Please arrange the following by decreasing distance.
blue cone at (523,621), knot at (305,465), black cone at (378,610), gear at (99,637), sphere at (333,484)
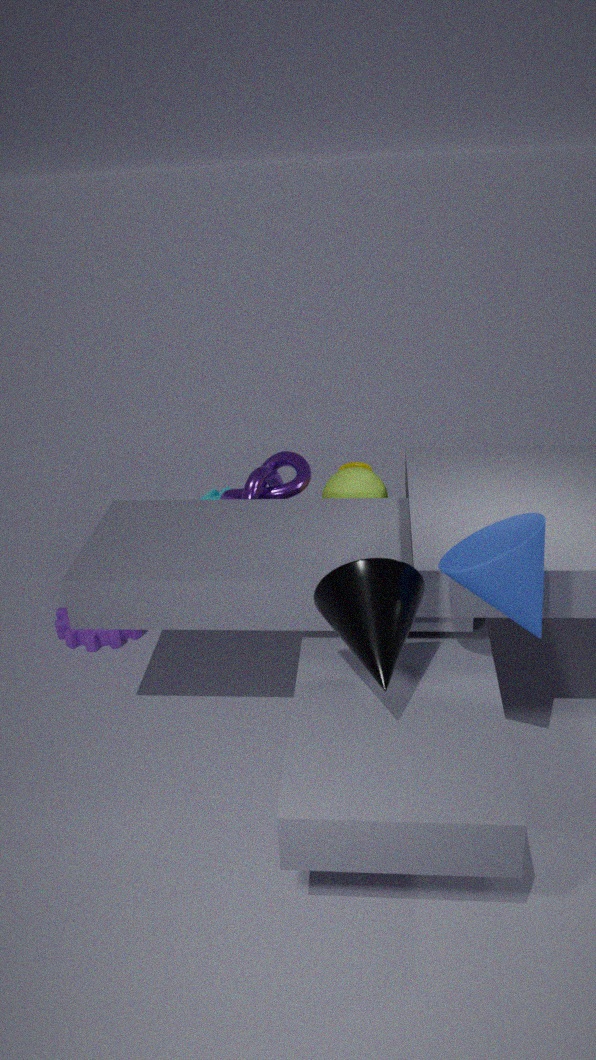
gear at (99,637) → sphere at (333,484) → knot at (305,465) → black cone at (378,610) → blue cone at (523,621)
